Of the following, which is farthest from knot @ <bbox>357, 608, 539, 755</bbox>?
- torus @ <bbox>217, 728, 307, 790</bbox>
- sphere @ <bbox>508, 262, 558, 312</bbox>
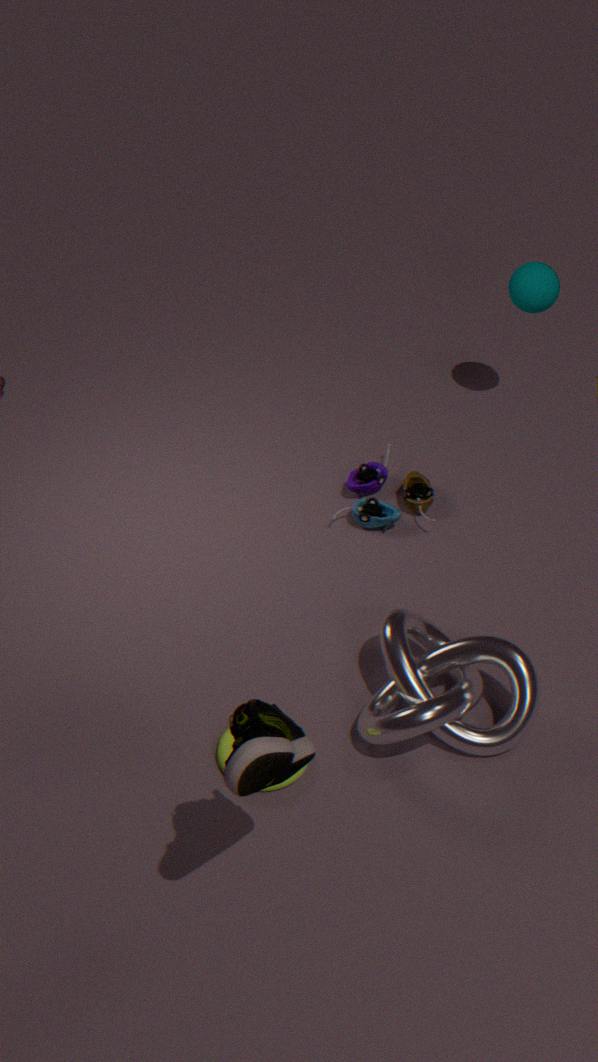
sphere @ <bbox>508, 262, 558, 312</bbox>
